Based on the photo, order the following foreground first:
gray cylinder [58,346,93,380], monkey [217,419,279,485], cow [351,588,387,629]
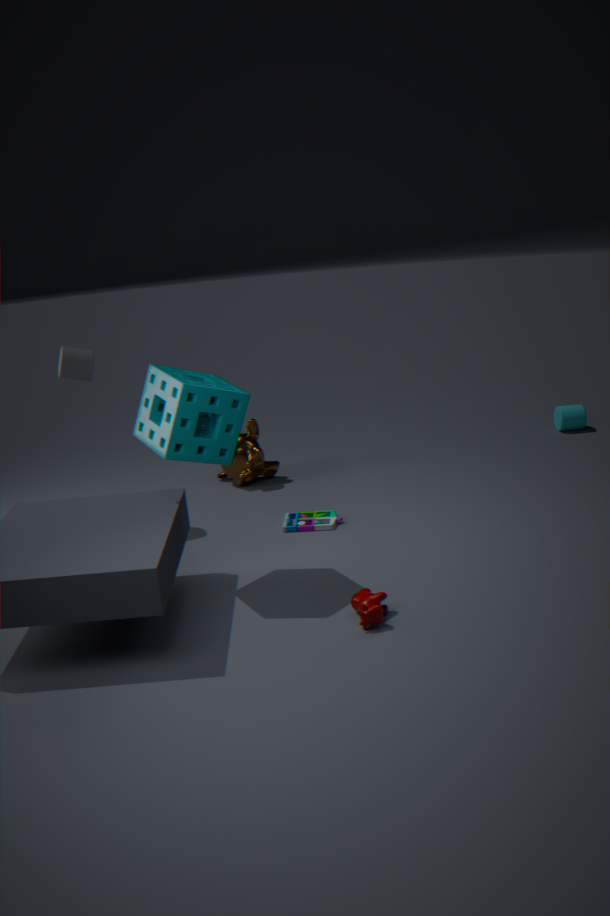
cow [351,588,387,629] < gray cylinder [58,346,93,380] < monkey [217,419,279,485]
